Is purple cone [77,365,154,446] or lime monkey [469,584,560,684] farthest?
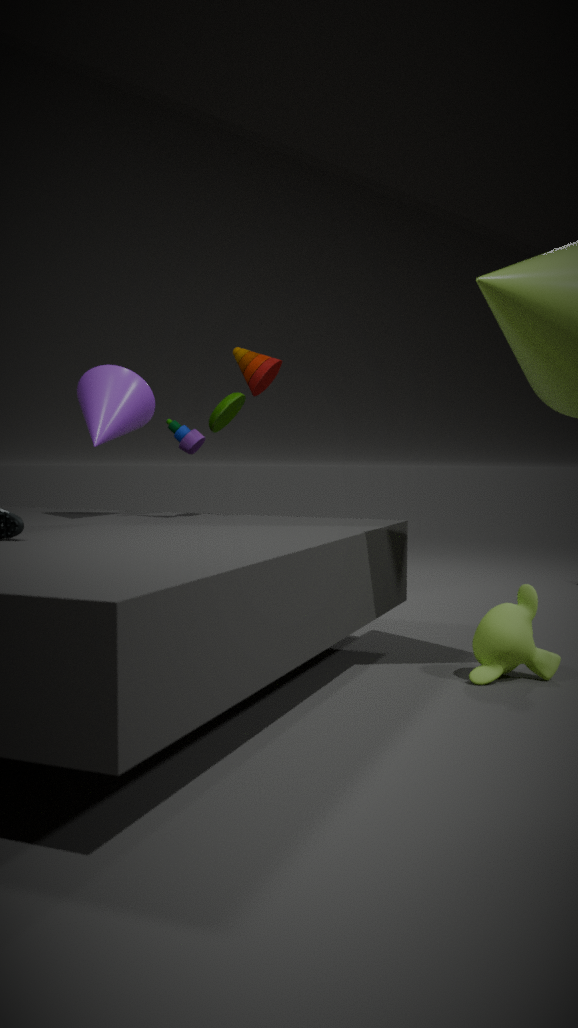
purple cone [77,365,154,446]
